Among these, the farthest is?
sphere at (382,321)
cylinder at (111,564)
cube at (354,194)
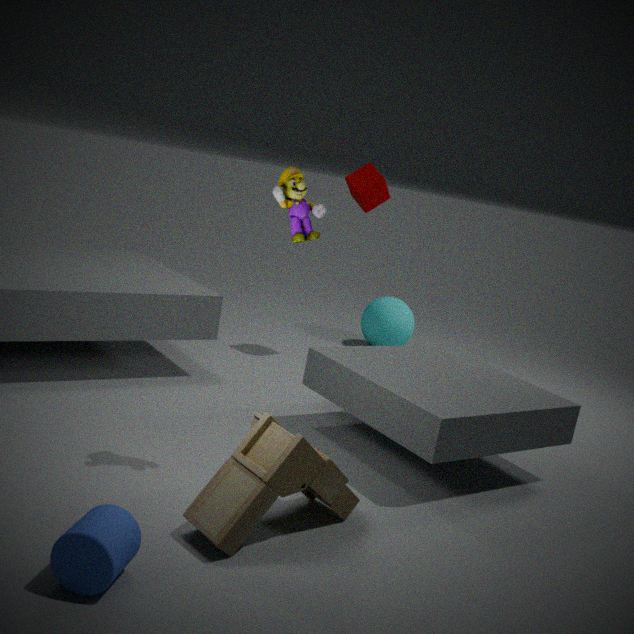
sphere at (382,321)
